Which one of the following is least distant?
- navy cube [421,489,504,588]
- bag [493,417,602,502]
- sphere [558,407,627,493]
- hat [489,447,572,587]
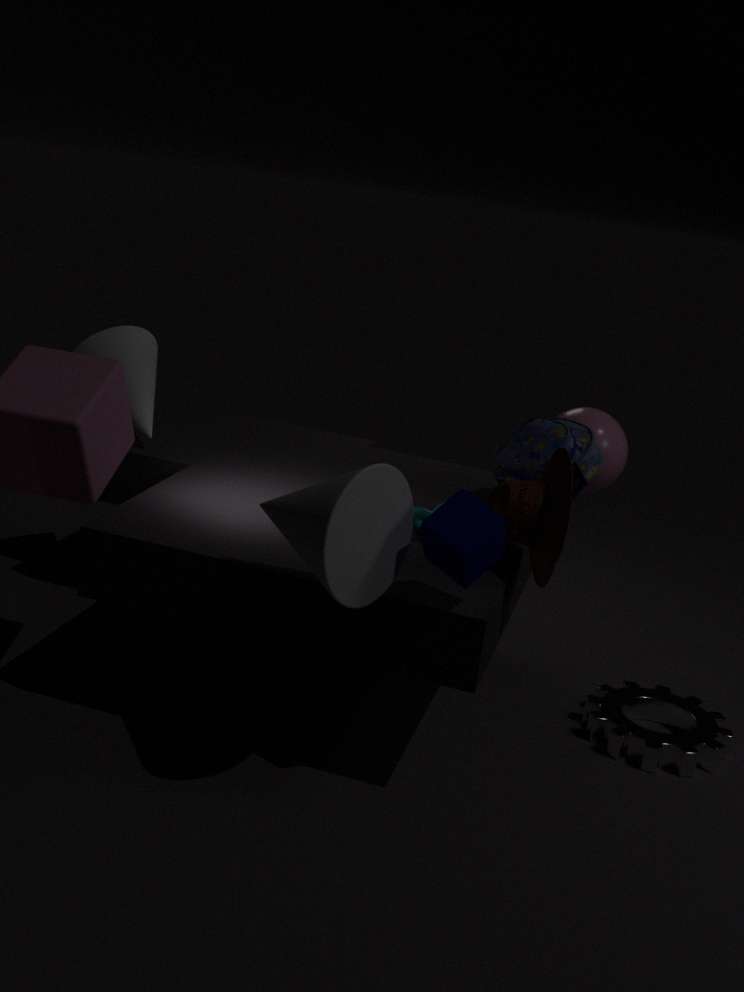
navy cube [421,489,504,588]
